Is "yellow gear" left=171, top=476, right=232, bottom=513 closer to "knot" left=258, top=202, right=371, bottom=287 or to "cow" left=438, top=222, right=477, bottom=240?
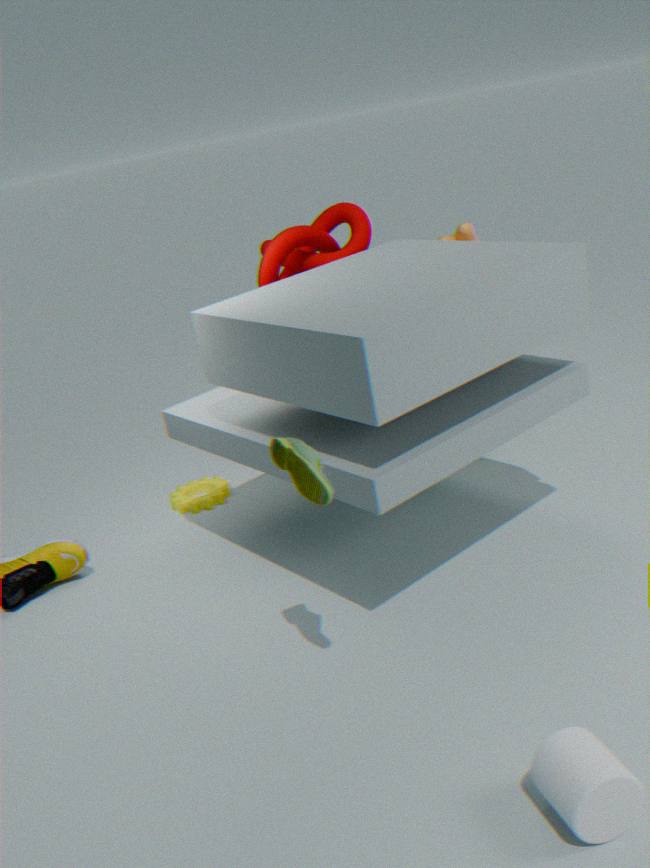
"knot" left=258, top=202, right=371, bottom=287
